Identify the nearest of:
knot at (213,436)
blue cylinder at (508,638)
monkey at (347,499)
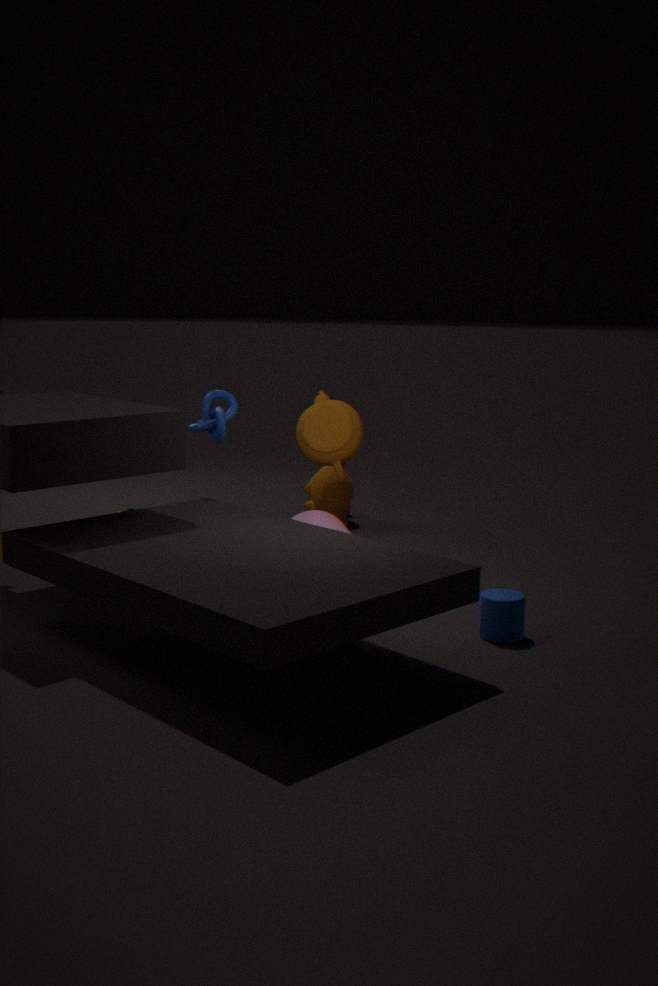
blue cylinder at (508,638)
